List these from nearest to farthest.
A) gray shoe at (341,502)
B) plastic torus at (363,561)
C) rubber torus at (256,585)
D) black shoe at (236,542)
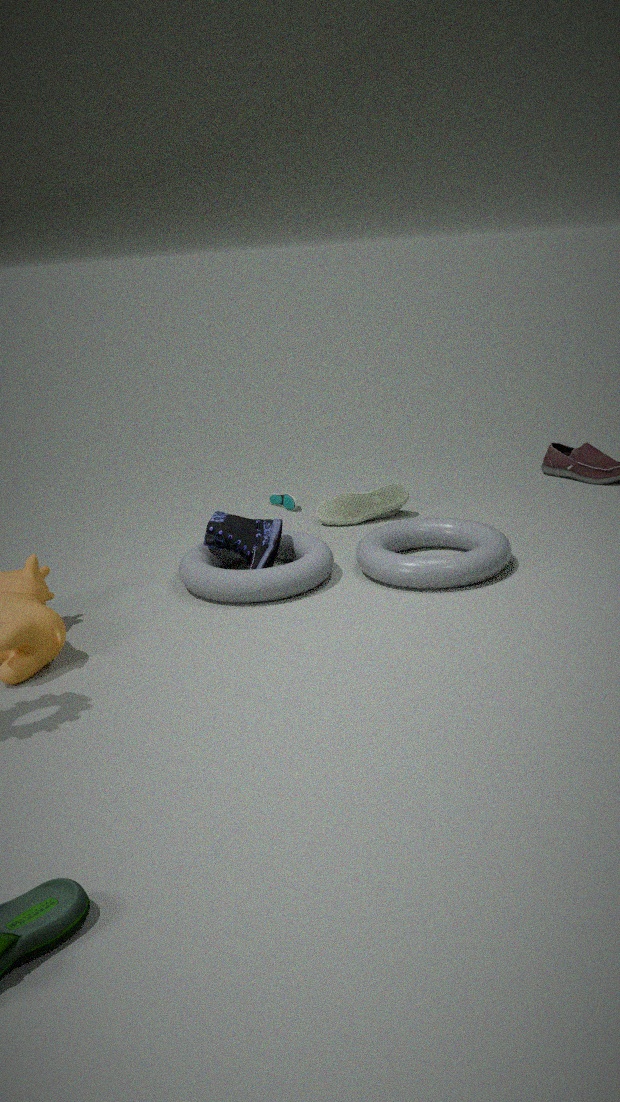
rubber torus at (256,585), plastic torus at (363,561), black shoe at (236,542), gray shoe at (341,502)
